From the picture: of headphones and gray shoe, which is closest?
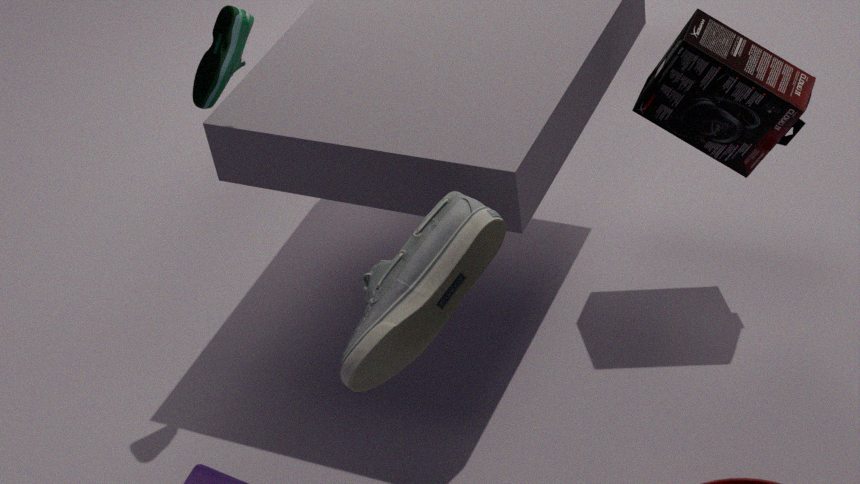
gray shoe
